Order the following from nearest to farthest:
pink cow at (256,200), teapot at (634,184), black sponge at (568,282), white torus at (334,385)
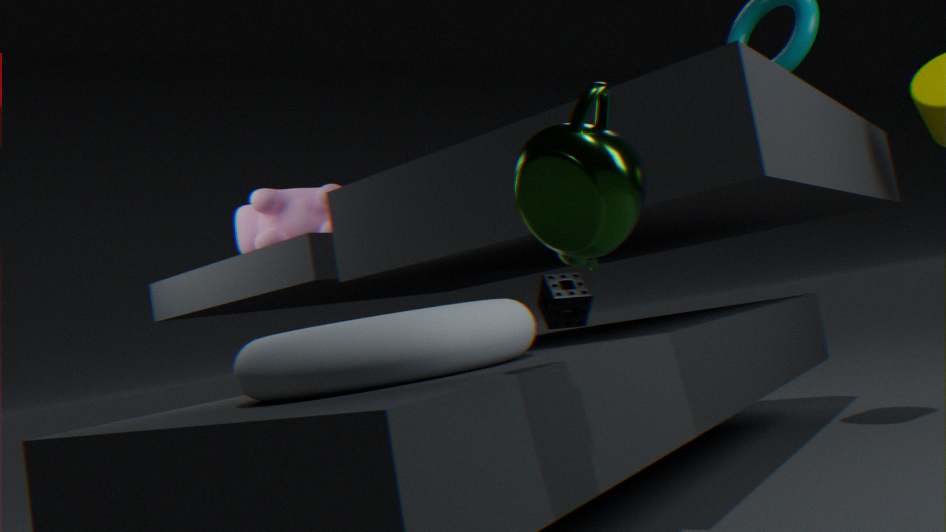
teapot at (634,184)
white torus at (334,385)
pink cow at (256,200)
black sponge at (568,282)
